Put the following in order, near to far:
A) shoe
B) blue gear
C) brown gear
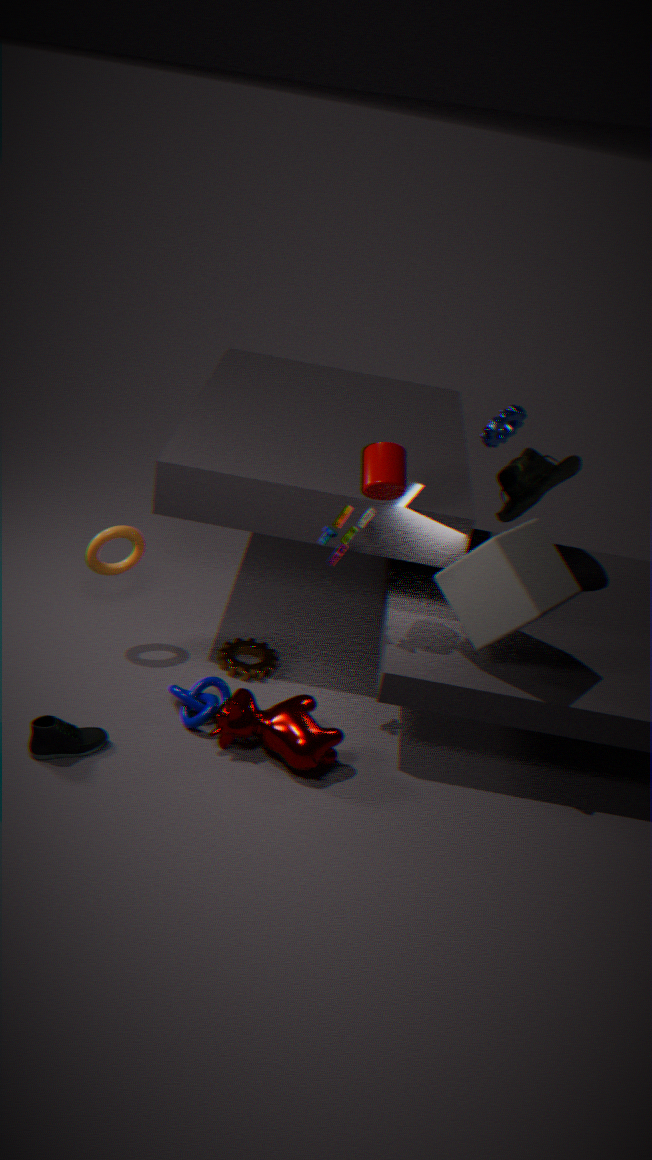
shoe < brown gear < blue gear
